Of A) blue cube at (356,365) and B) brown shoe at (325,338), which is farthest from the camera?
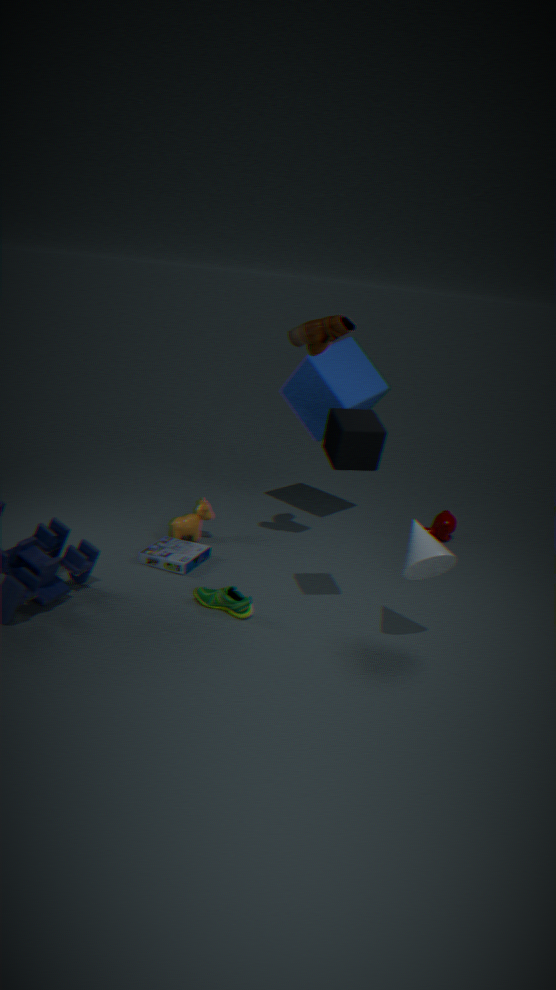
A. blue cube at (356,365)
